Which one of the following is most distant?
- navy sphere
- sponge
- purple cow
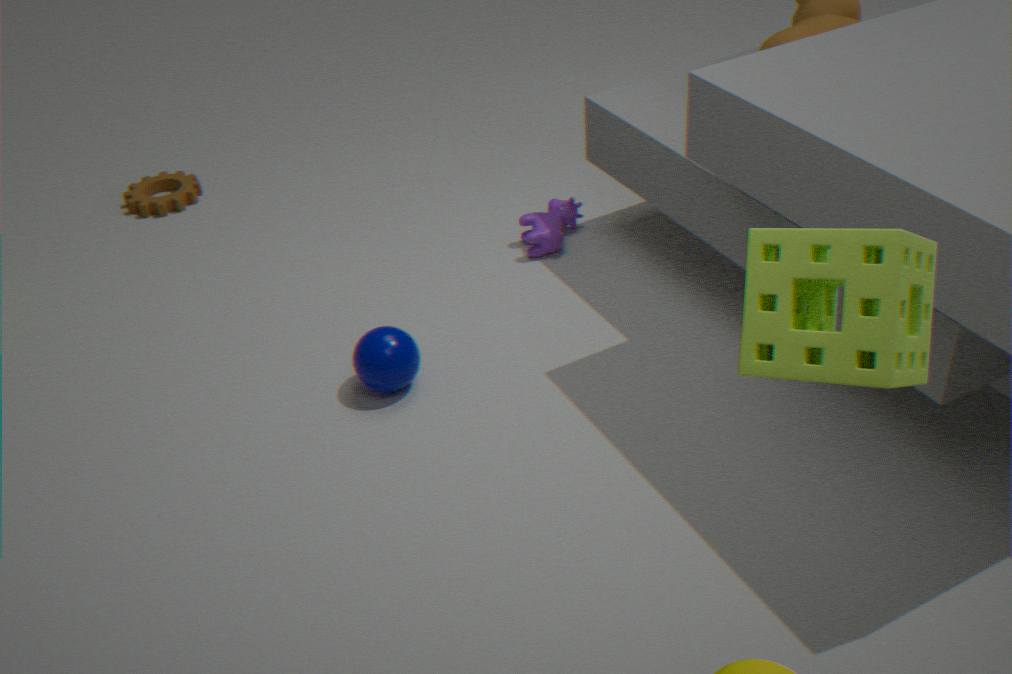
purple cow
